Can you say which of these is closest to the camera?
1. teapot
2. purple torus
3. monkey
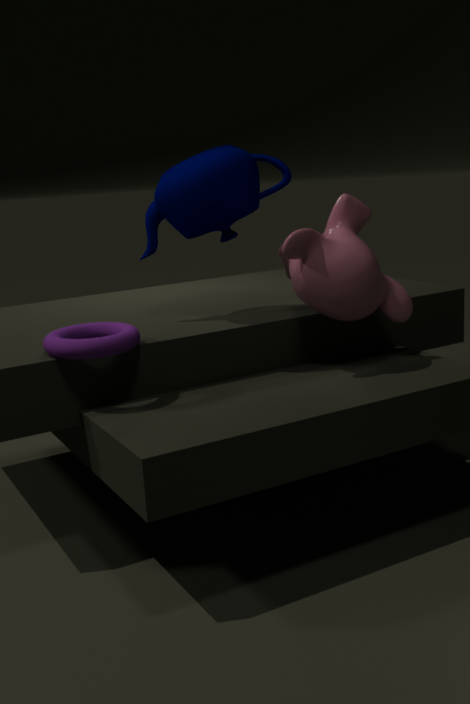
purple torus
